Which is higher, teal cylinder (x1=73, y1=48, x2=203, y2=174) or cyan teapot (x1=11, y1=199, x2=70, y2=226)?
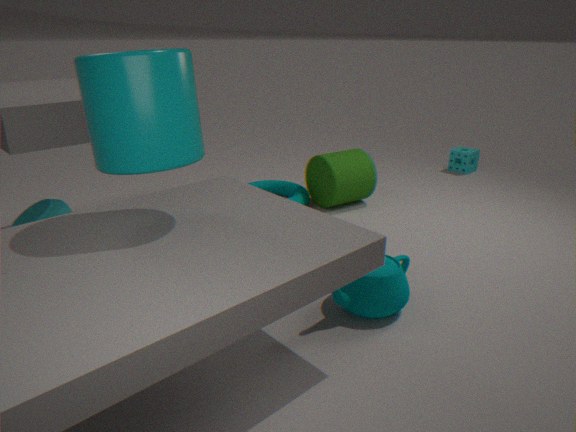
teal cylinder (x1=73, y1=48, x2=203, y2=174)
